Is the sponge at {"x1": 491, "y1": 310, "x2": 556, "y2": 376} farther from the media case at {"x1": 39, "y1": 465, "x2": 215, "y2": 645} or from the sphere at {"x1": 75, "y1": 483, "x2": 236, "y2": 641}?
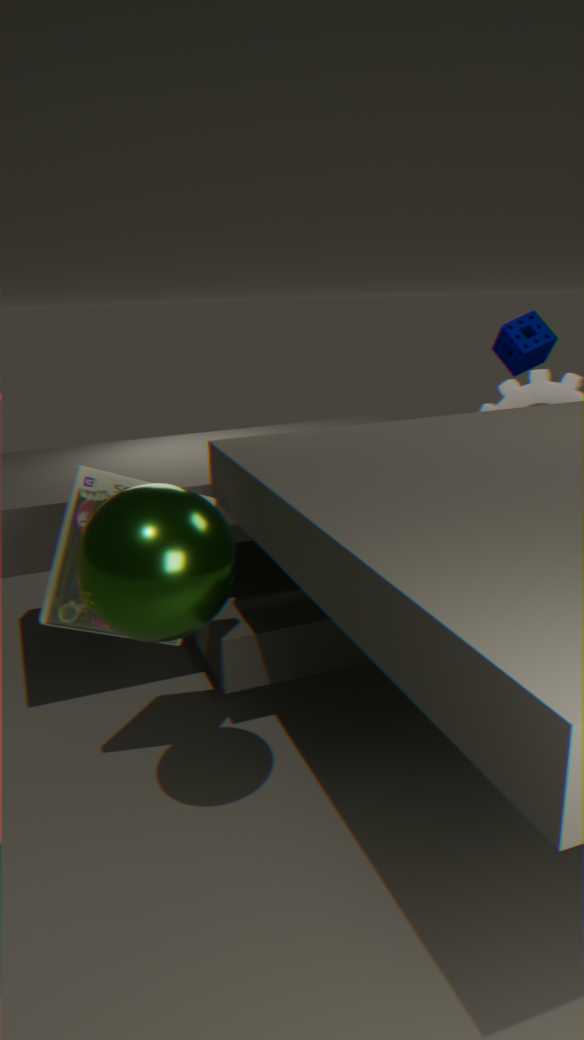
the sphere at {"x1": 75, "y1": 483, "x2": 236, "y2": 641}
